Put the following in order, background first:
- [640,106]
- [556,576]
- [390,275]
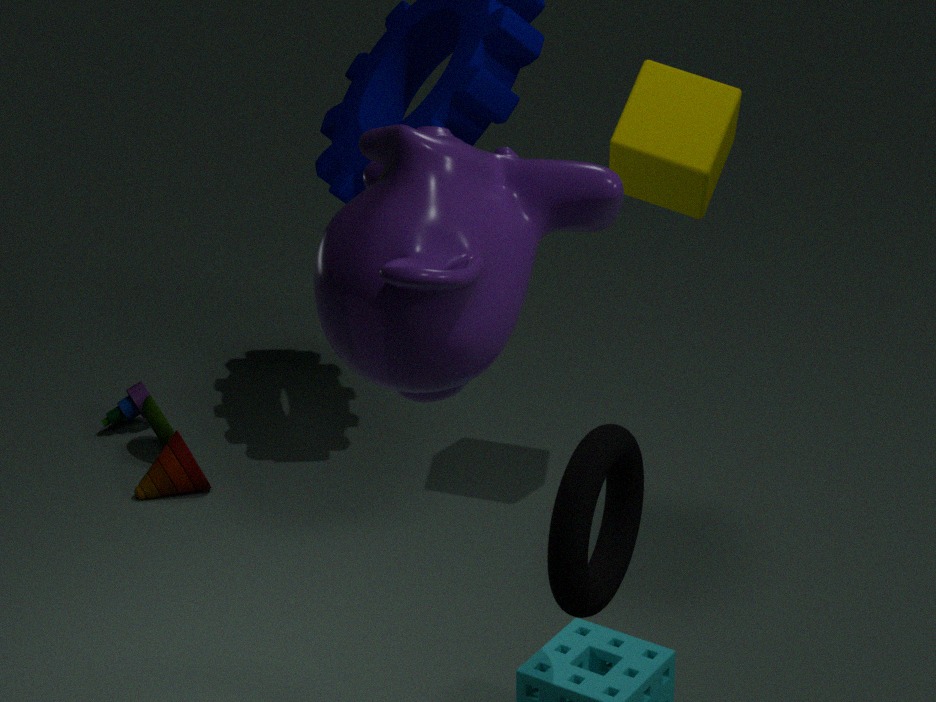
[640,106], [556,576], [390,275]
